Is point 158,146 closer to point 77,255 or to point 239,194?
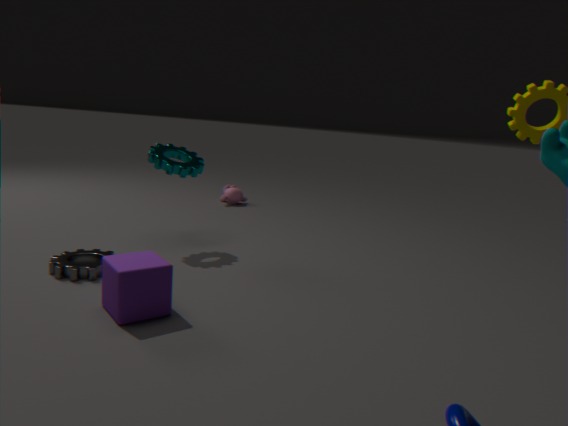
point 77,255
